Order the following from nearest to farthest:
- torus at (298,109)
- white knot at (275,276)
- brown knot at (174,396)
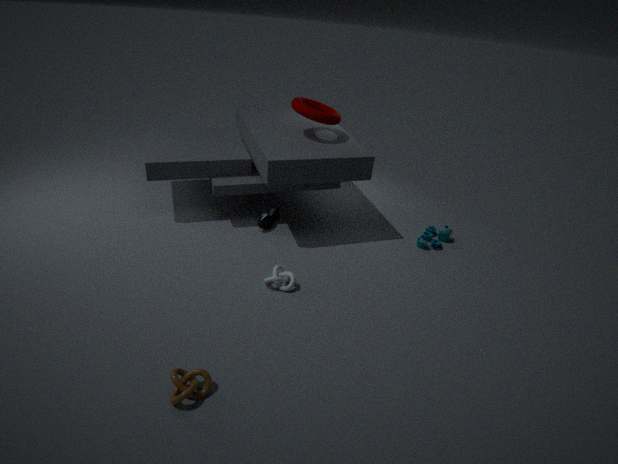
brown knot at (174,396), white knot at (275,276), torus at (298,109)
